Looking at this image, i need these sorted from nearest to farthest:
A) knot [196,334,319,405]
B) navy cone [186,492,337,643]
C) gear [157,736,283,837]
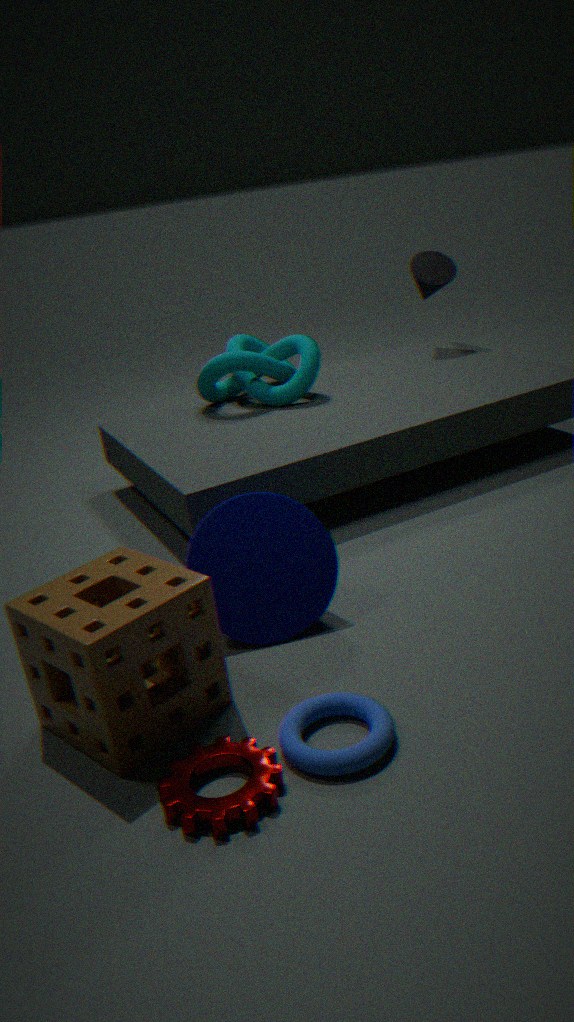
gear [157,736,283,837] < navy cone [186,492,337,643] < knot [196,334,319,405]
